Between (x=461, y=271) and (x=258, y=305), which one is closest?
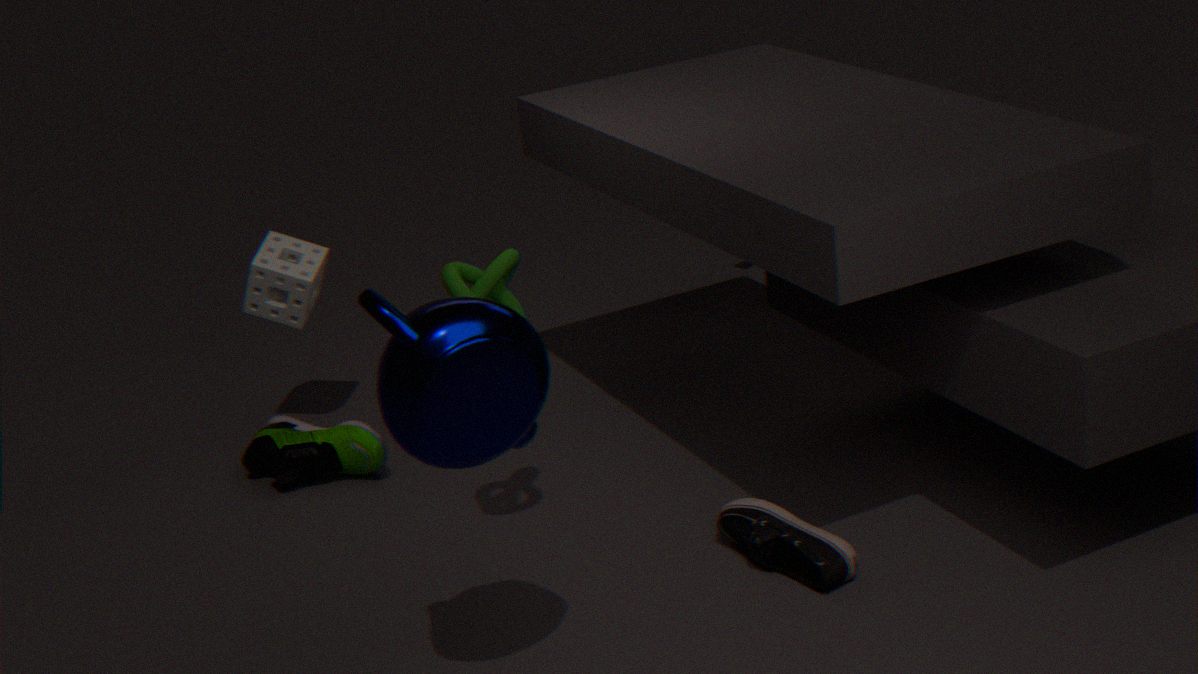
(x=461, y=271)
